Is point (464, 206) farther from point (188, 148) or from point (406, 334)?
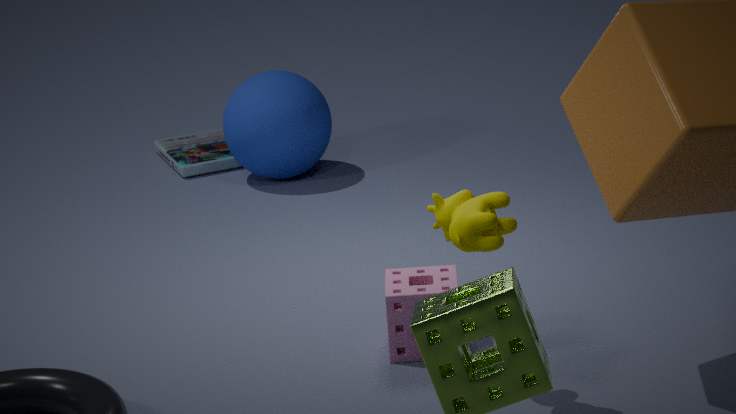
point (188, 148)
